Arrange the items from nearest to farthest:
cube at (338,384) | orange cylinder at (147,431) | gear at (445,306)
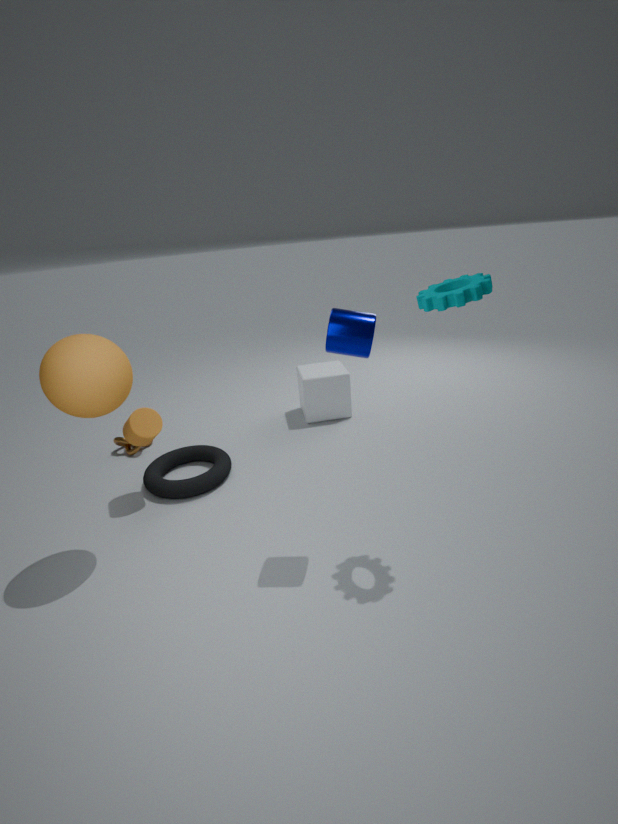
gear at (445,306), orange cylinder at (147,431), cube at (338,384)
